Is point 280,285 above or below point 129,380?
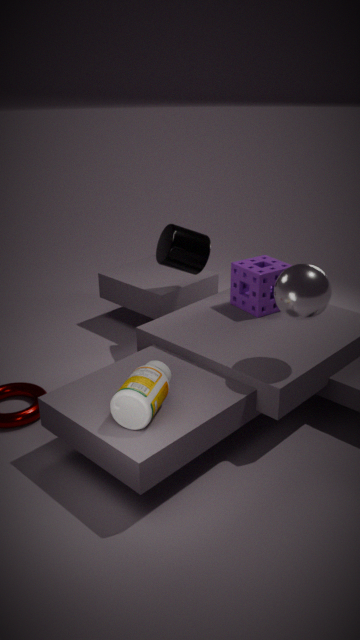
above
